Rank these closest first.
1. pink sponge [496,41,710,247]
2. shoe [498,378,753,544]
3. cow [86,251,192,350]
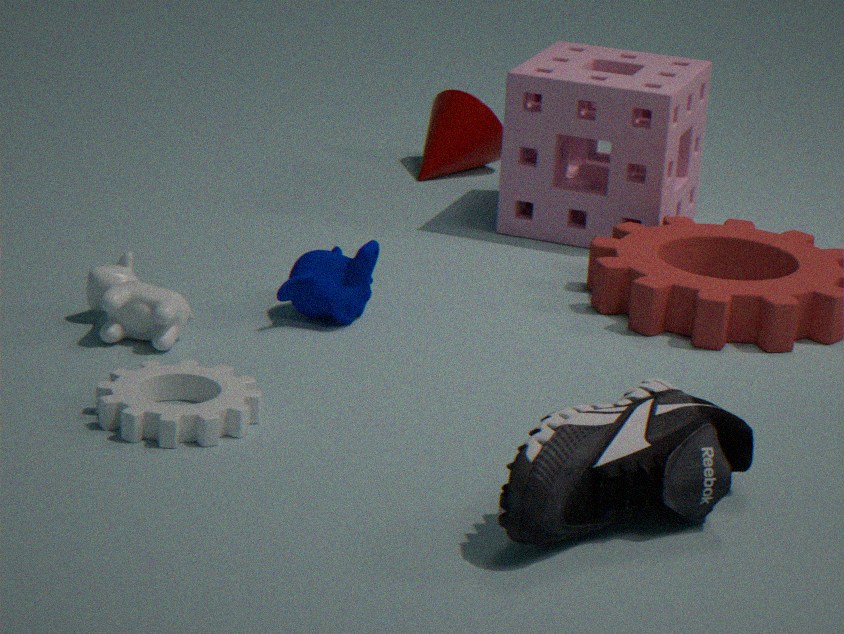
shoe [498,378,753,544] < cow [86,251,192,350] < pink sponge [496,41,710,247]
